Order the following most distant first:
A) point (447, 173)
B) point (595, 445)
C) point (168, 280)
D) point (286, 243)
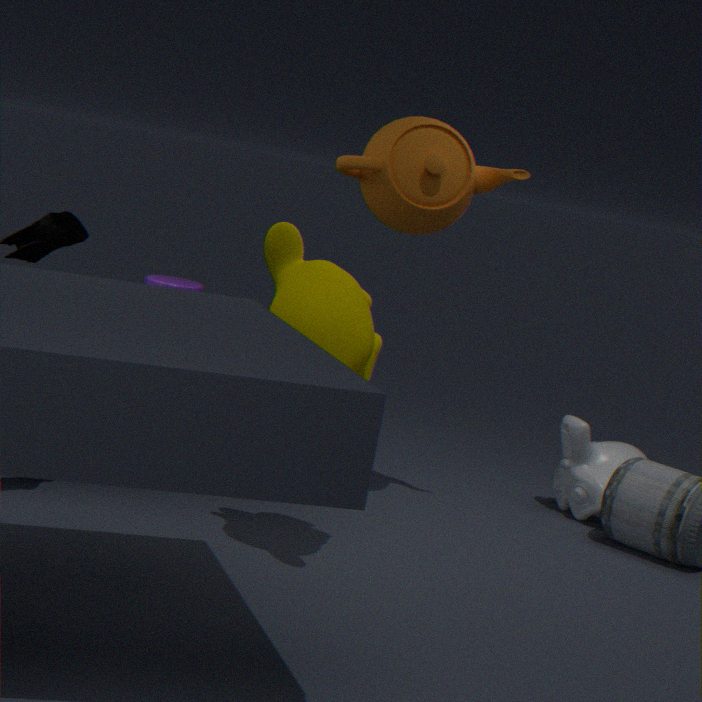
point (595, 445), point (168, 280), point (447, 173), point (286, 243)
